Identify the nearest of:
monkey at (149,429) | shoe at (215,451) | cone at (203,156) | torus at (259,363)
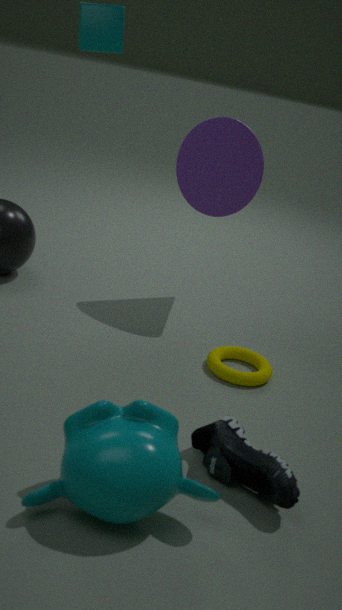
monkey at (149,429)
